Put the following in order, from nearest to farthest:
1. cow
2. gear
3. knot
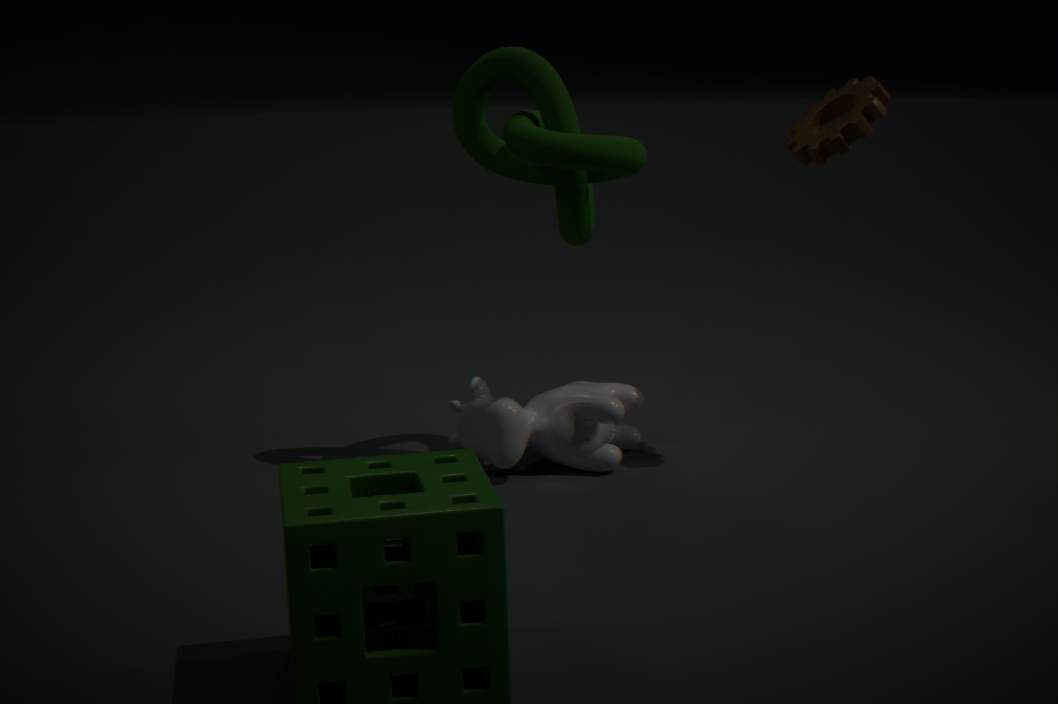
knot → gear → cow
